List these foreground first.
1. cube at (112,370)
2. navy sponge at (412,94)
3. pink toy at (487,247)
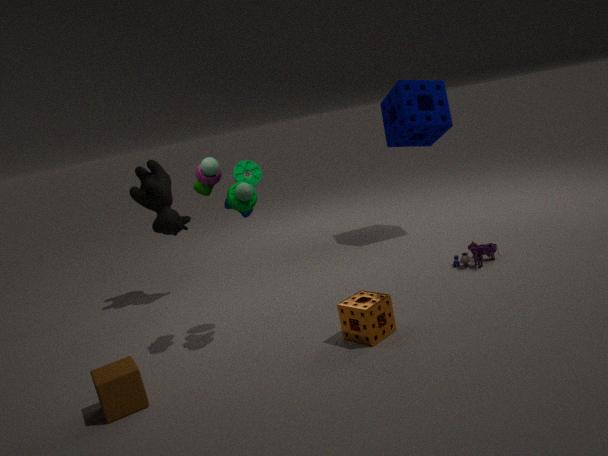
cube at (112,370)
pink toy at (487,247)
navy sponge at (412,94)
